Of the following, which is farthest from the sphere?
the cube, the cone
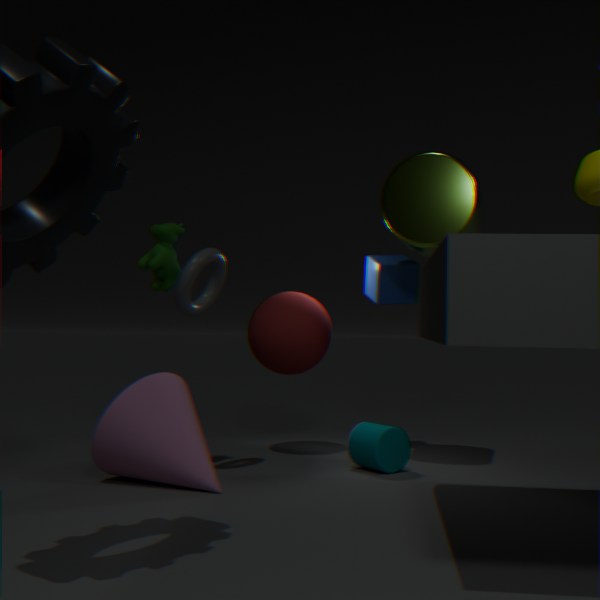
the cone
